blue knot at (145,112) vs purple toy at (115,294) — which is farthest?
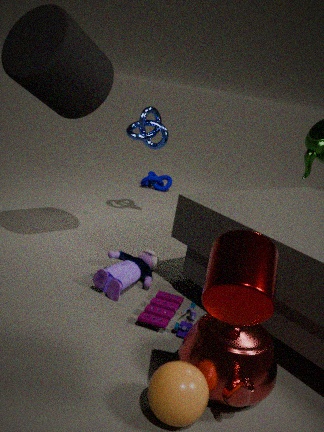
blue knot at (145,112)
